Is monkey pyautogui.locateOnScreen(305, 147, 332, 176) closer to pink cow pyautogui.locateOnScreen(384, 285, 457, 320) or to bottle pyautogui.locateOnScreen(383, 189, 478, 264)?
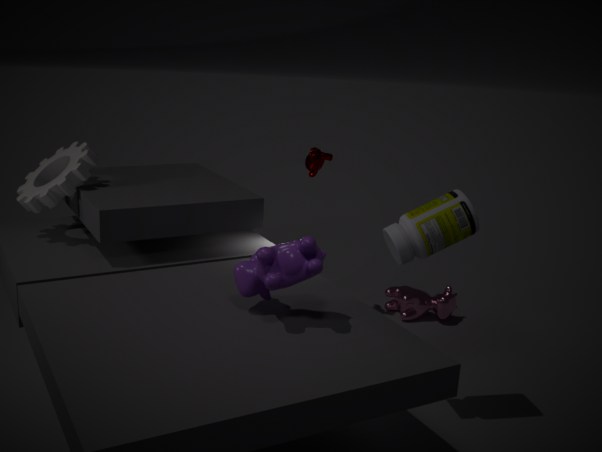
pink cow pyautogui.locateOnScreen(384, 285, 457, 320)
